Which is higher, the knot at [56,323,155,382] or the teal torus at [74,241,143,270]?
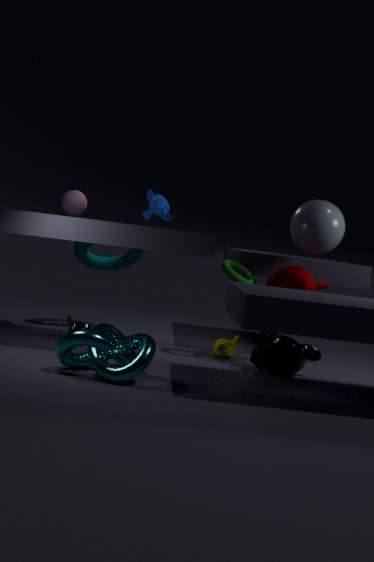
the teal torus at [74,241,143,270]
